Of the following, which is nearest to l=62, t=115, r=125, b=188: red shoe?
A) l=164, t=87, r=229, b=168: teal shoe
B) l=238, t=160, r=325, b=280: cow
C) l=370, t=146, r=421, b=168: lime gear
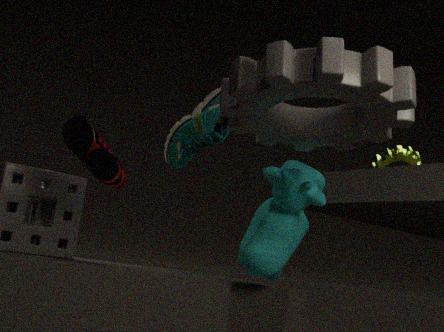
l=164, t=87, r=229, b=168: teal shoe
